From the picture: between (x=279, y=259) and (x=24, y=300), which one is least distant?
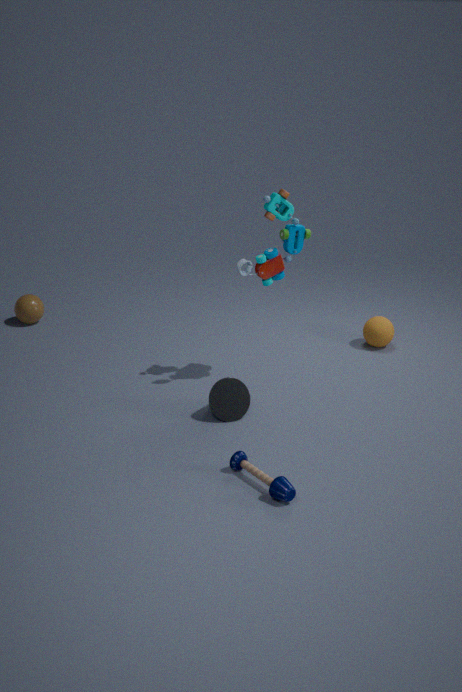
(x=279, y=259)
